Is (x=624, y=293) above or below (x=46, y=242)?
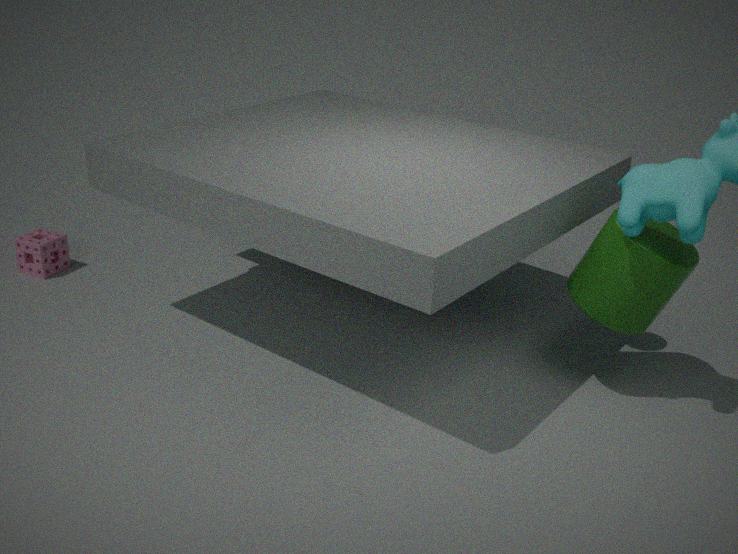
above
